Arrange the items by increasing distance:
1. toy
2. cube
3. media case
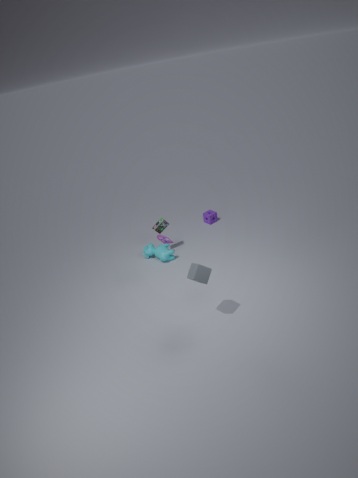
cube, toy, media case
